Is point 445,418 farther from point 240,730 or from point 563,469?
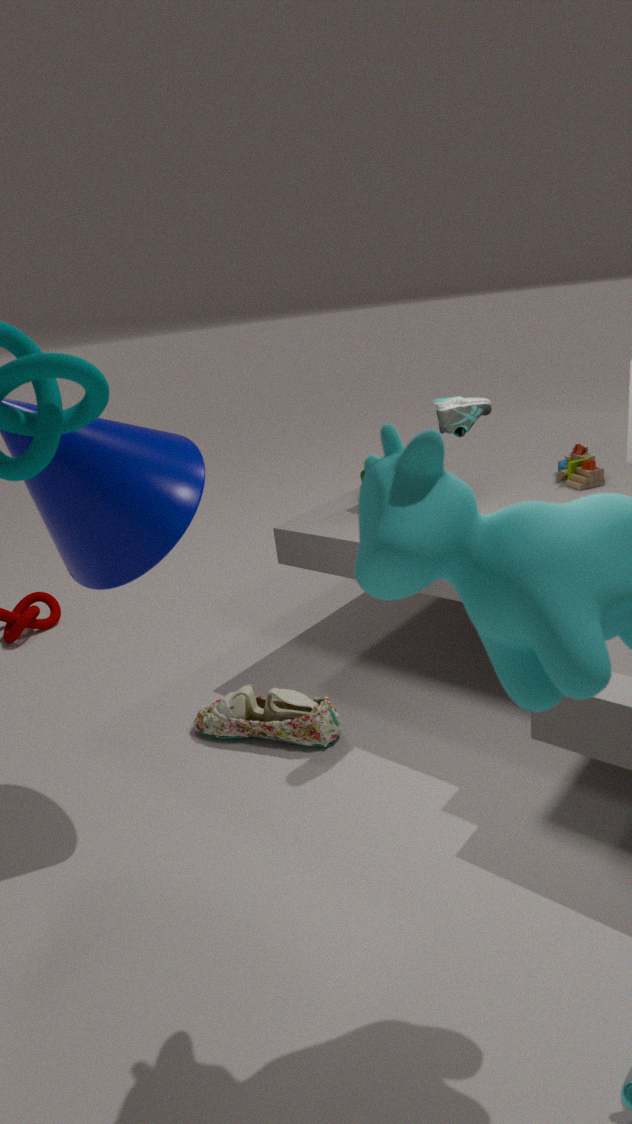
point 240,730
